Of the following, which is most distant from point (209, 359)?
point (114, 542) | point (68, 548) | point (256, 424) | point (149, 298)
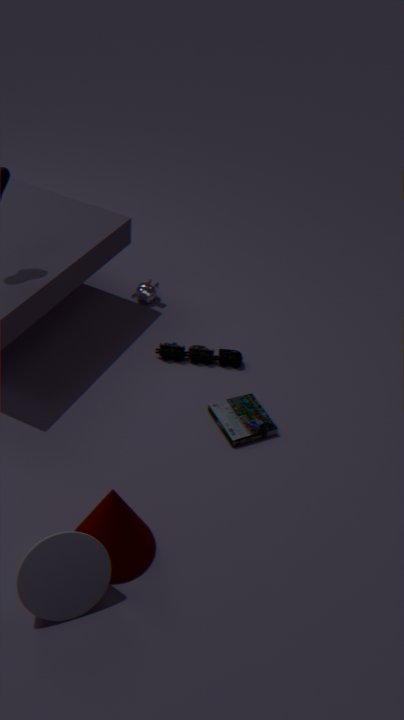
point (68, 548)
